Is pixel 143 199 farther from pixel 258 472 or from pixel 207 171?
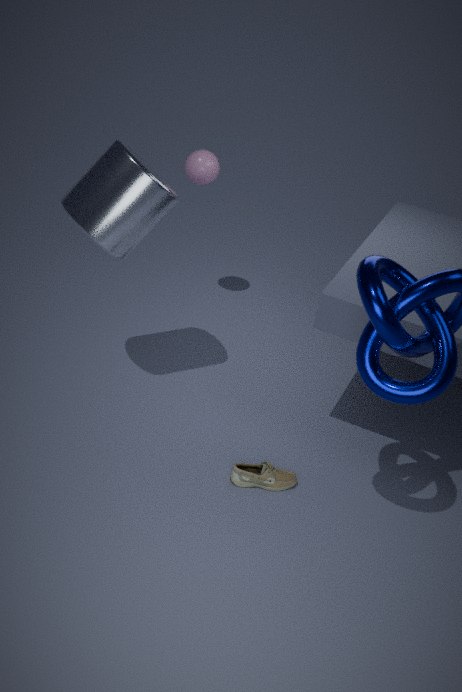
pixel 258 472
